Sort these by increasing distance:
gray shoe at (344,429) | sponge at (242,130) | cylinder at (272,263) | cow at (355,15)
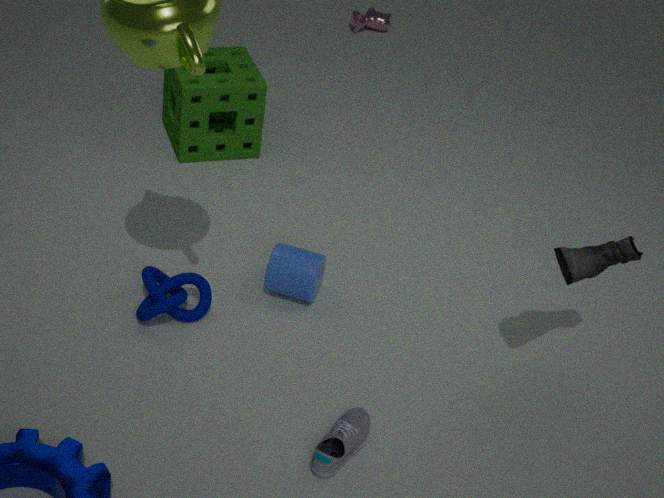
gray shoe at (344,429)
cylinder at (272,263)
sponge at (242,130)
cow at (355,15)
